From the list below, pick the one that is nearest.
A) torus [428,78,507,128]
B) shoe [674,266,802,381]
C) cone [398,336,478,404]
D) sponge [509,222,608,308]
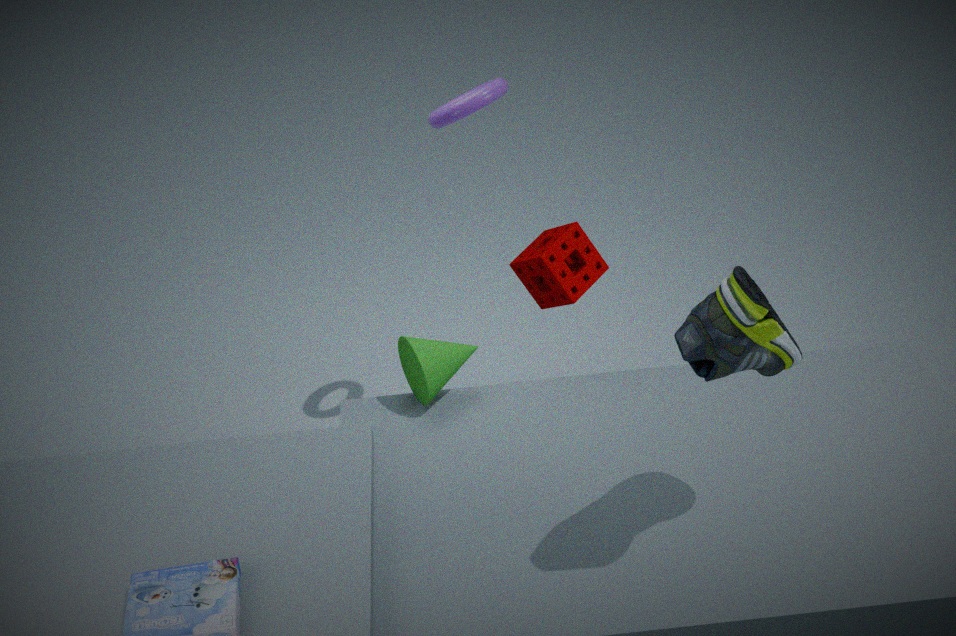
shoe [674,266,802,381]
